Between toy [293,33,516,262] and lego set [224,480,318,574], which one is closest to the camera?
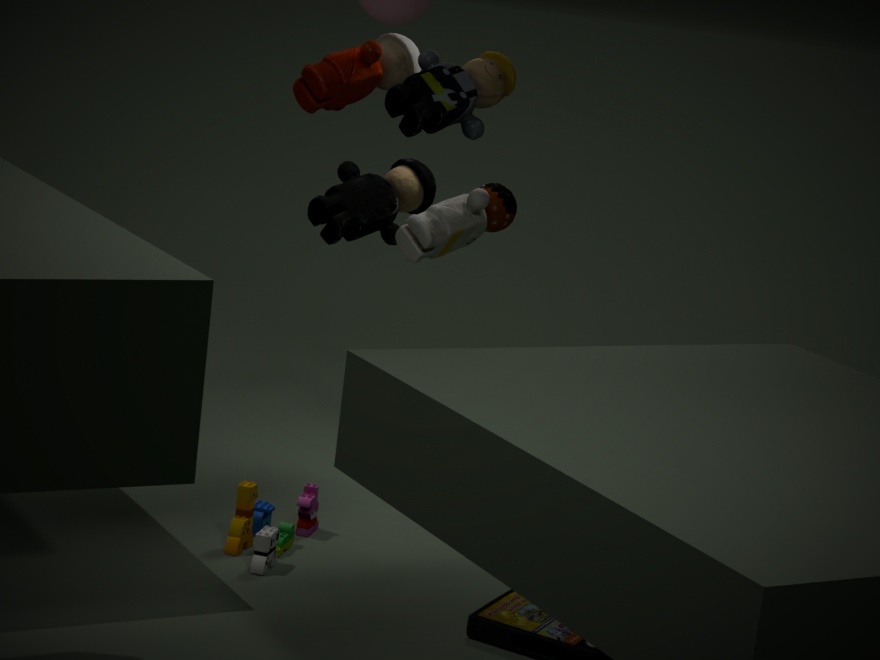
lego set [224,480,318,574]
